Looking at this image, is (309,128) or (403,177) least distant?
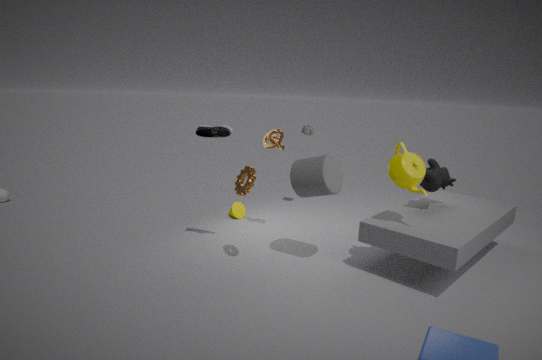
(403,177)
